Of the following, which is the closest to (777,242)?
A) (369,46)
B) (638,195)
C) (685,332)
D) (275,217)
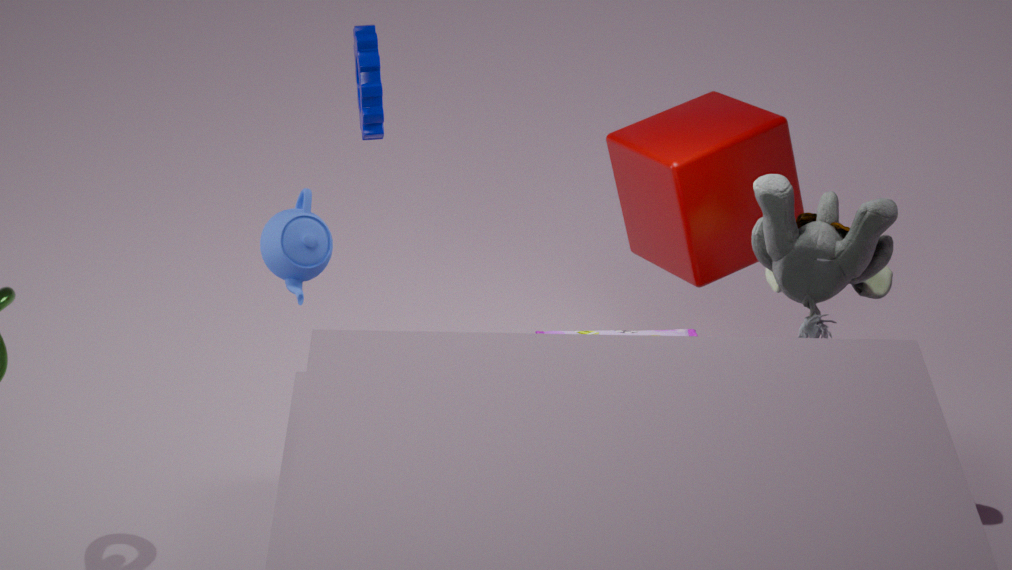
(638,195)
